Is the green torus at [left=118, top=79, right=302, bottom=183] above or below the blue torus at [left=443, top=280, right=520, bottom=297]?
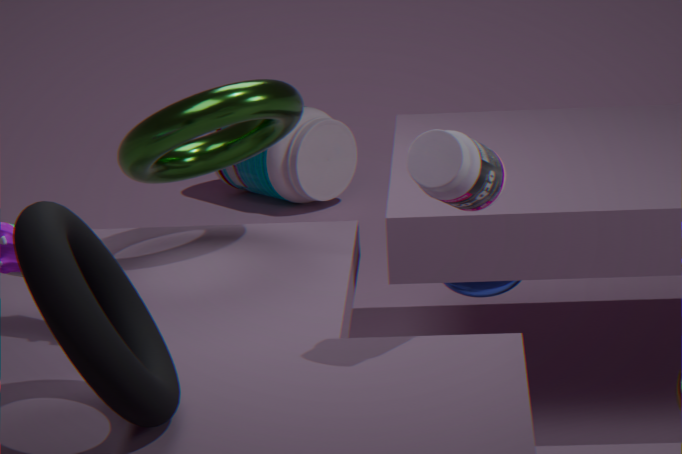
above
